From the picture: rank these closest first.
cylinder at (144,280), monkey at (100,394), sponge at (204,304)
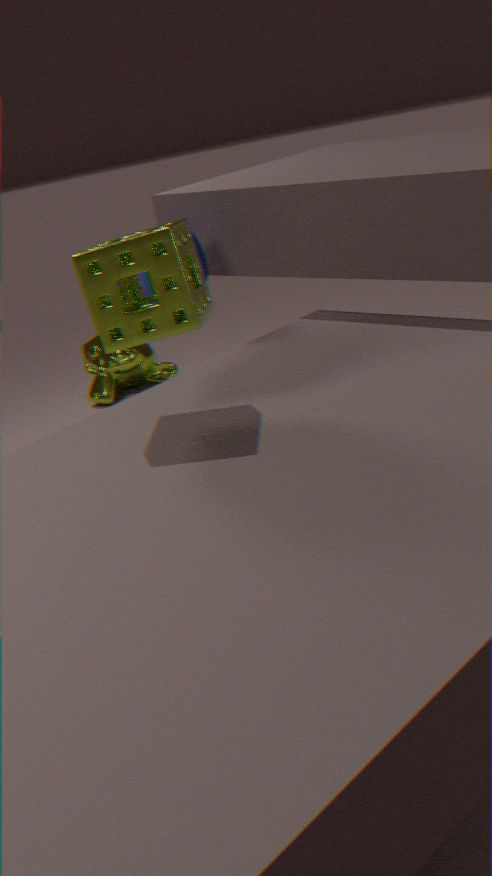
sponge at (204,304) → cylinder at (144,280) → monkey at (100,394)
